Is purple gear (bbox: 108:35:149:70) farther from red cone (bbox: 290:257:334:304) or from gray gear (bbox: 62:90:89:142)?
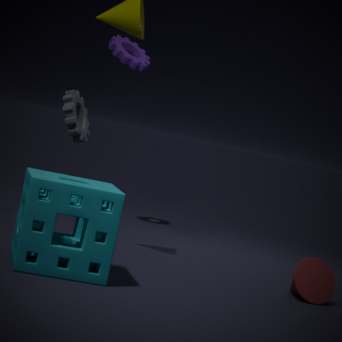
red cone (bbox: 290:257:334:304)
